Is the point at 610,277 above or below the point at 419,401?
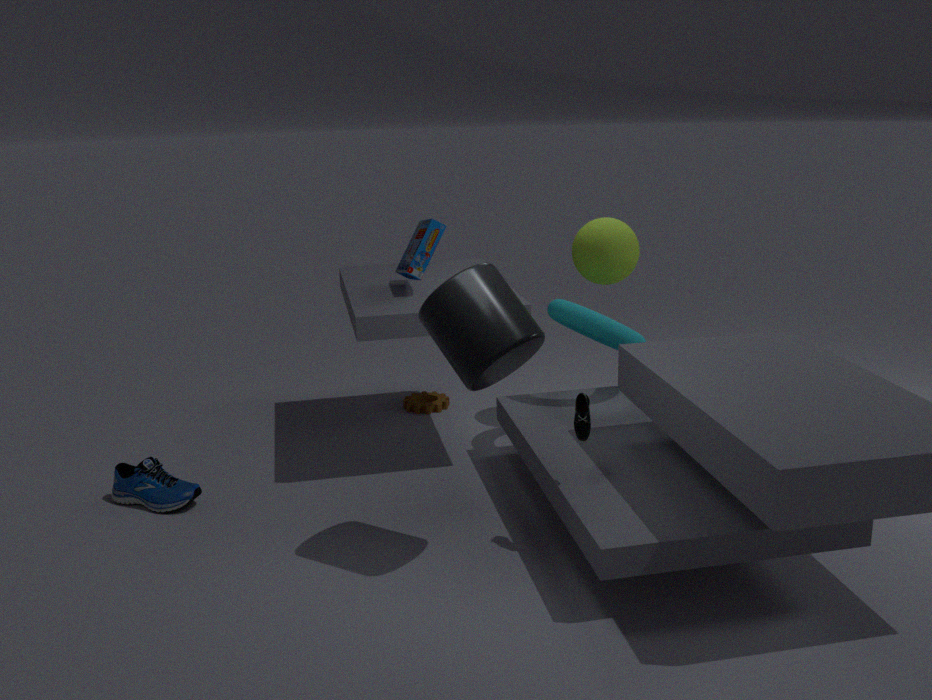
above
